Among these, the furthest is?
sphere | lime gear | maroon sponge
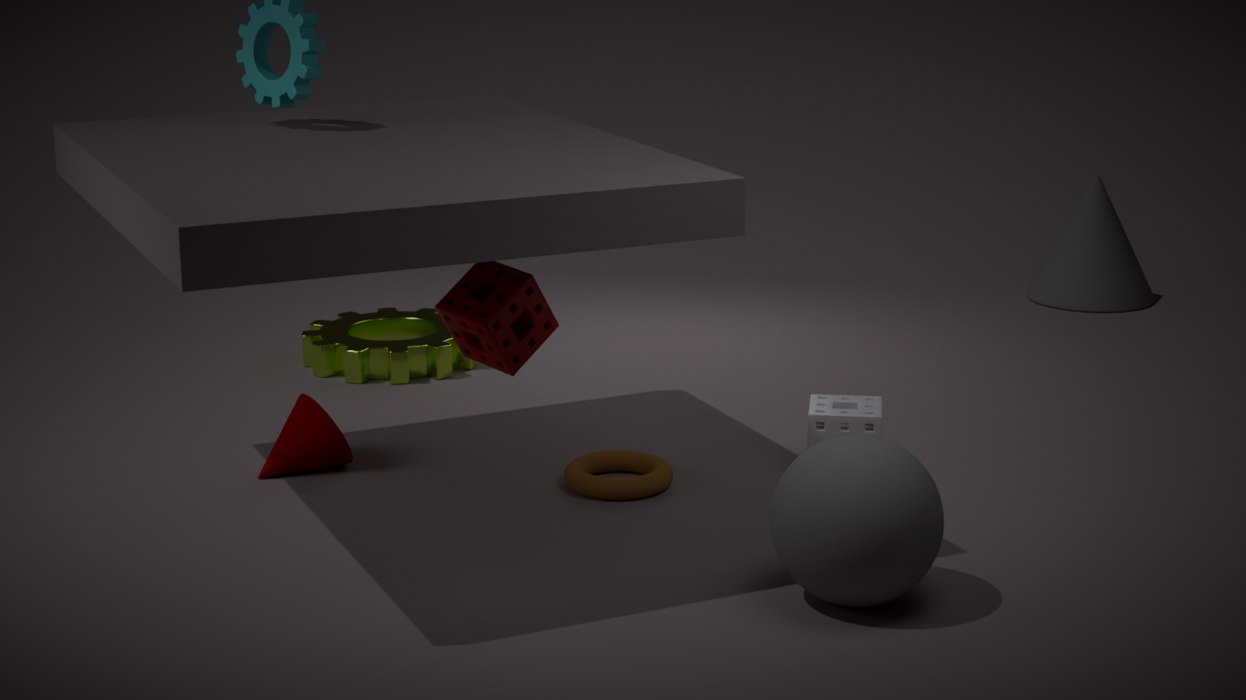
lime gear
